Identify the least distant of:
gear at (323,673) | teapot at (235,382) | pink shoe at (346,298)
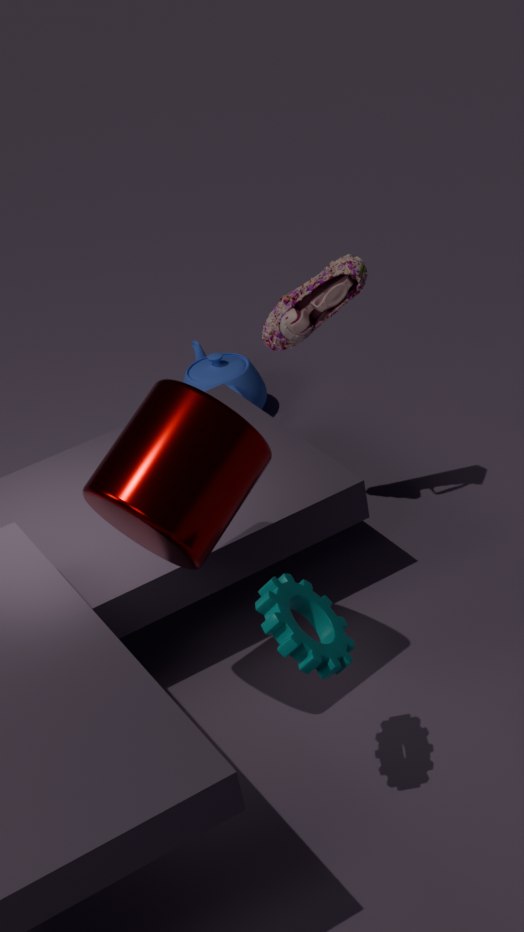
gear at (323,673)
